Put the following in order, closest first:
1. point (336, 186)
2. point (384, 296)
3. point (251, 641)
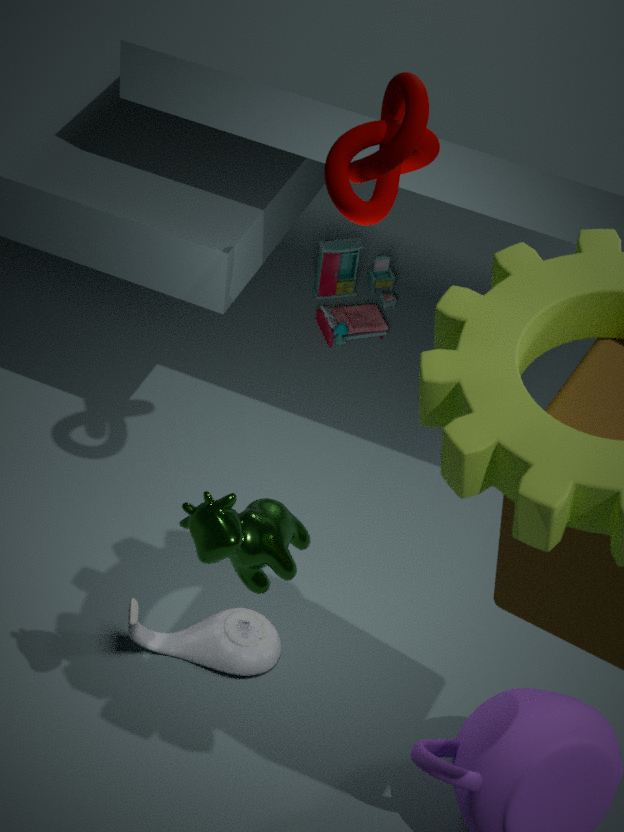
point (336, 186) < point (251, 641) < point (384, 296)
